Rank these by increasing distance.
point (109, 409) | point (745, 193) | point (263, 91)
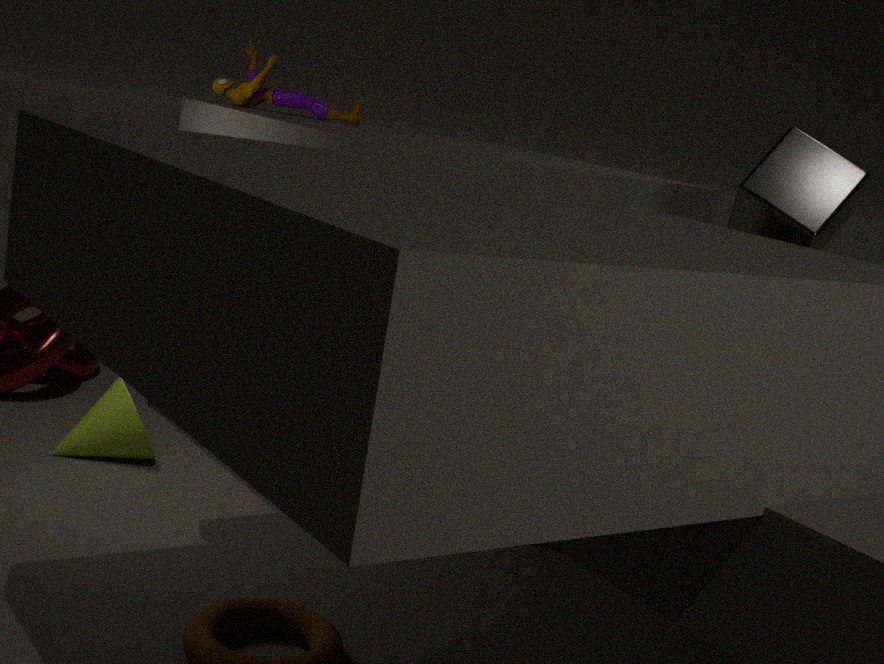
point (745, 193), point (109, 409), point (263, 91)
